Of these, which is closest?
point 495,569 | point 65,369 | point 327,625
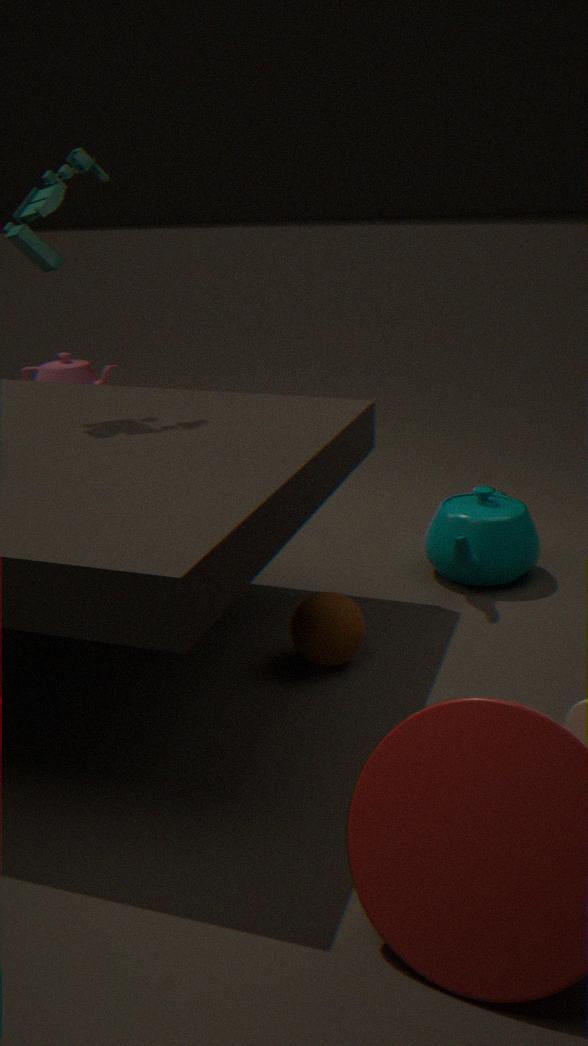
point 327,625
